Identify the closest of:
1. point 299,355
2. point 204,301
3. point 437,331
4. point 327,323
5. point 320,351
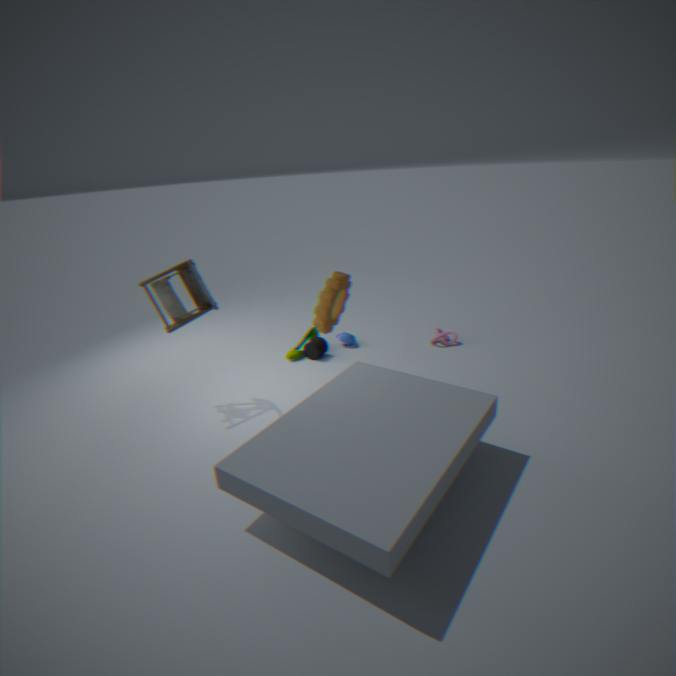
point 204,301
